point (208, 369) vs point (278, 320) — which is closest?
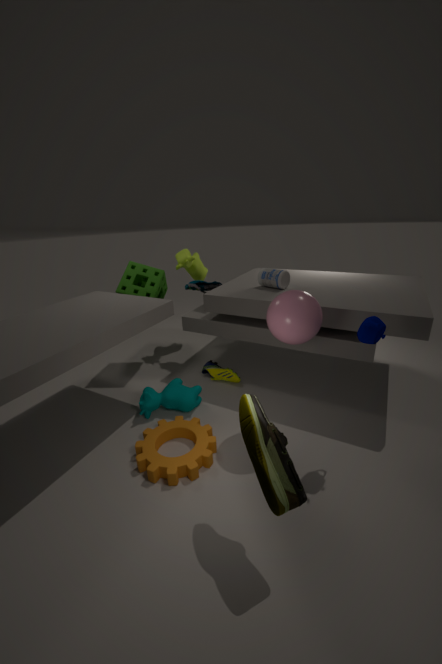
point (278, 320)
